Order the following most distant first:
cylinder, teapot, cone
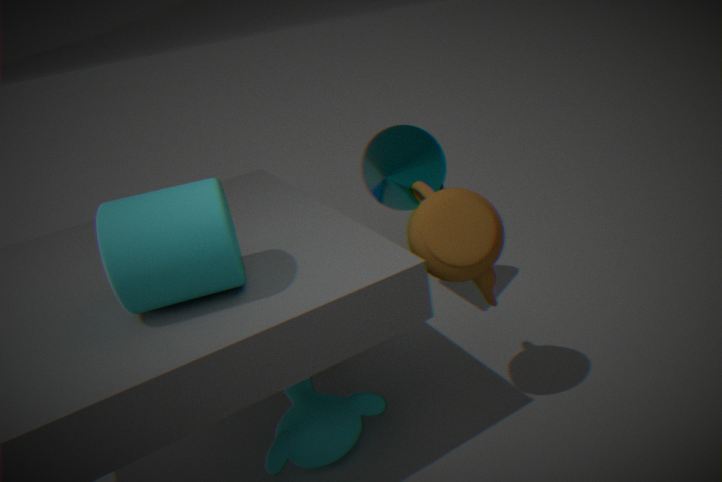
1. cone
2. teapot
3. cylinder
